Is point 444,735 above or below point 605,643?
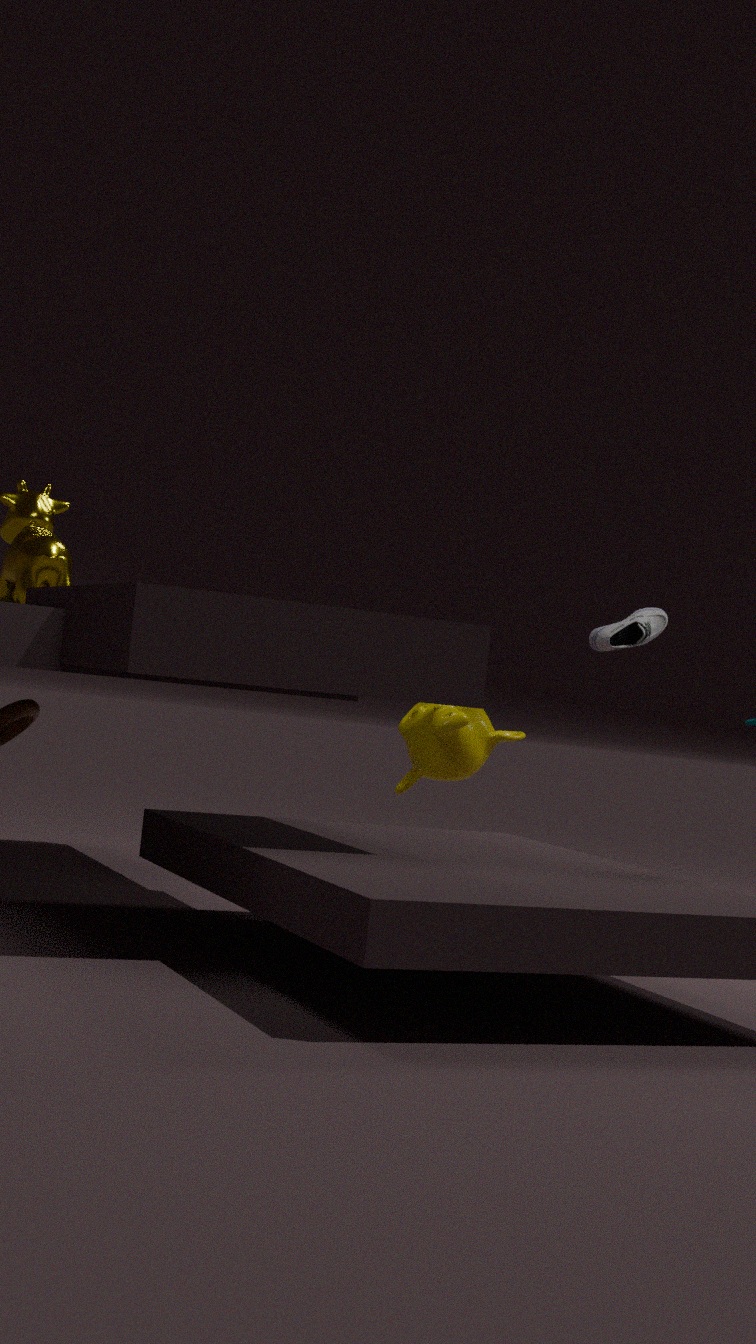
below
